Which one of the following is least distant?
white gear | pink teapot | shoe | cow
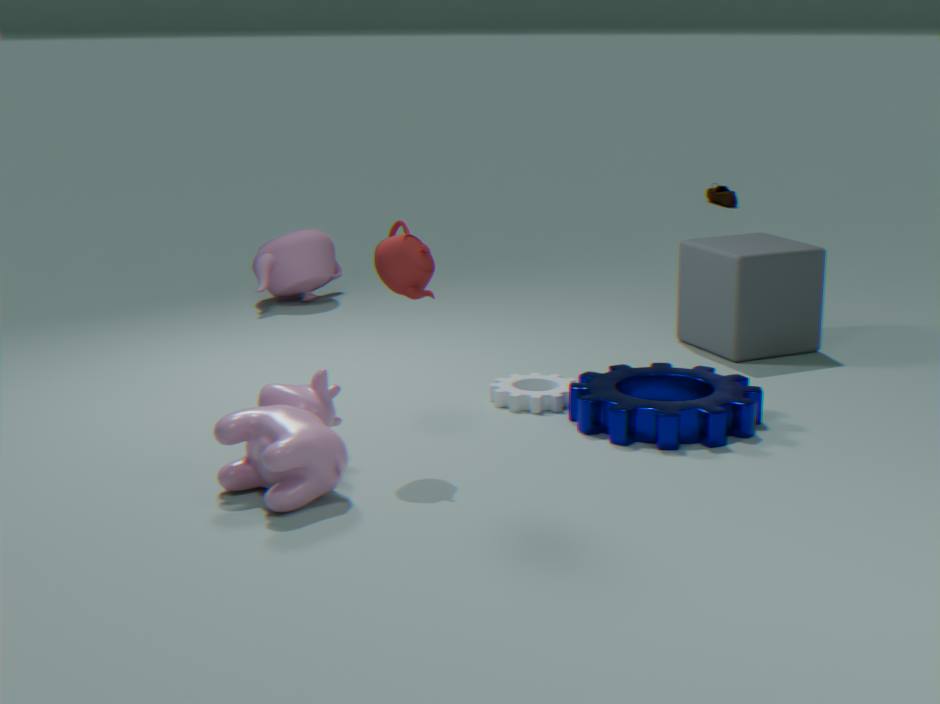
cow
